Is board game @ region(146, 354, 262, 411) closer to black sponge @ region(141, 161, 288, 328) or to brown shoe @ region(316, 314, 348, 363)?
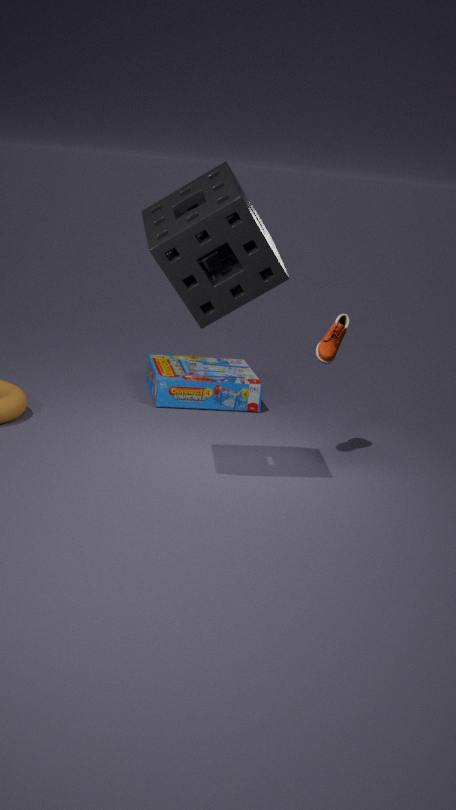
brown shoe @ region(316, 314, 348, 363)
